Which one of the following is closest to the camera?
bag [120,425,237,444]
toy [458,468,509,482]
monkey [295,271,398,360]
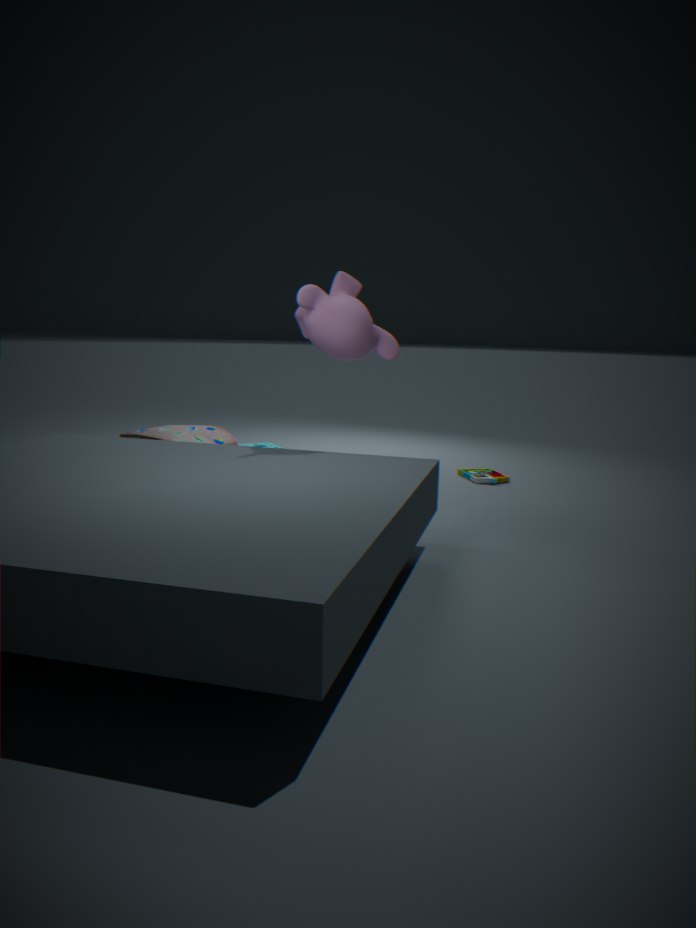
monkey [295,271,398,360]
